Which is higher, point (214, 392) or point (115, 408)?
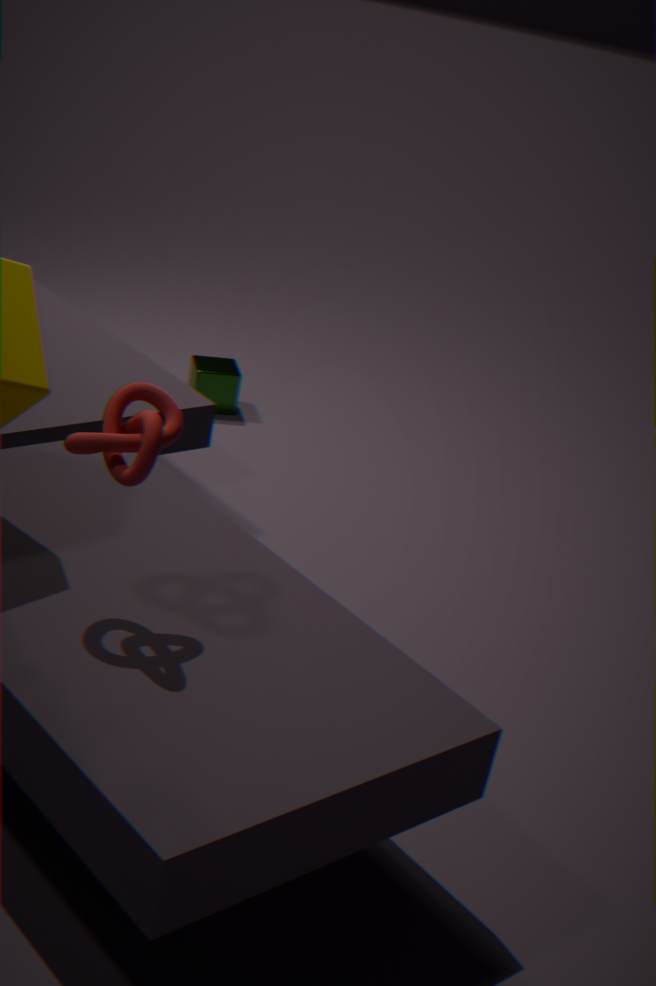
point (115, 408)
